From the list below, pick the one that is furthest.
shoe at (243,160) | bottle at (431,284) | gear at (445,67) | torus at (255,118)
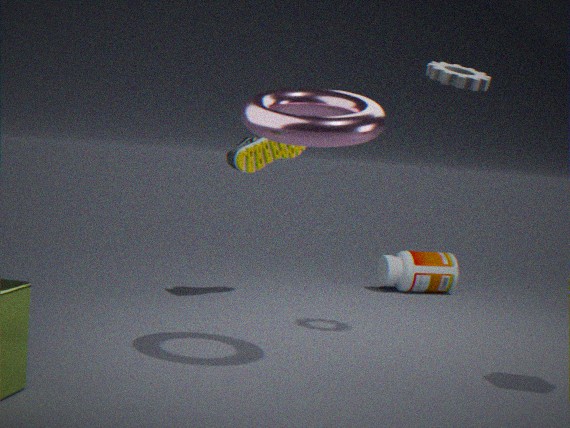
bottle at (431,284)
